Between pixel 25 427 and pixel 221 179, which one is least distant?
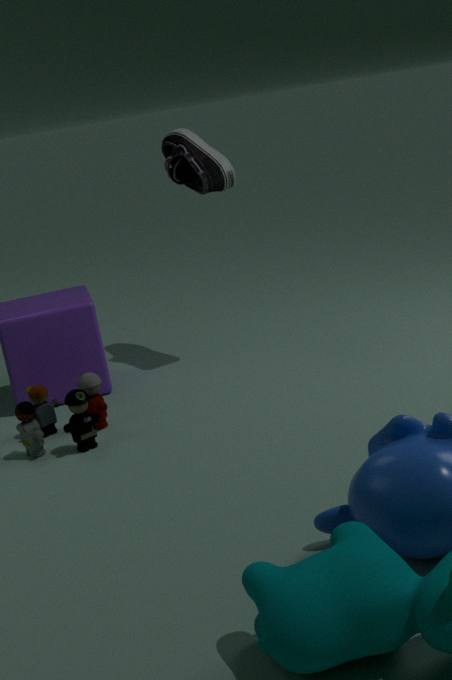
pixel 25 427
